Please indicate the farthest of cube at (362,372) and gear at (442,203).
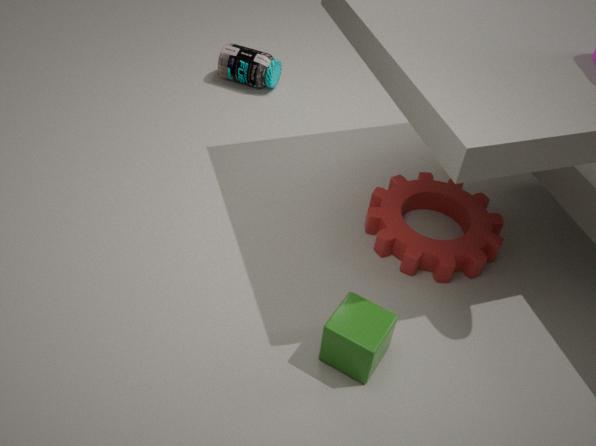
gear at (442,203)
